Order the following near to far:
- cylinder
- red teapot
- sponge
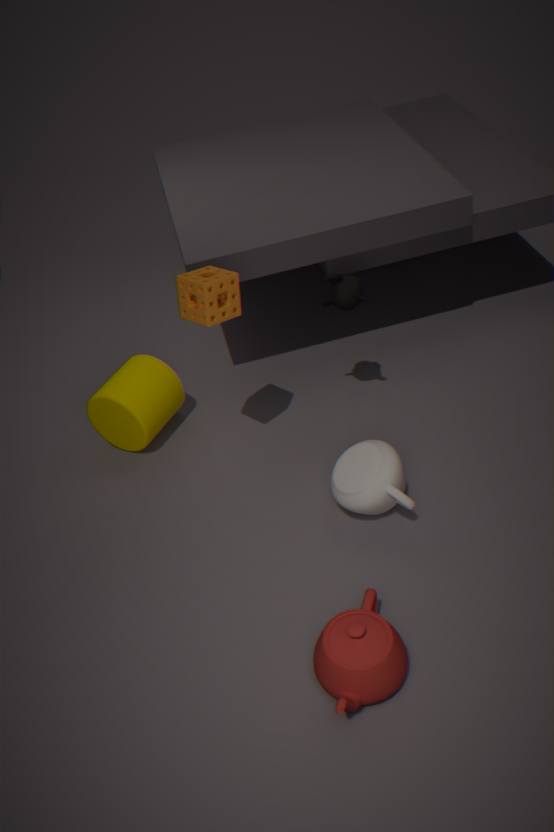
1. red teapot
2. sponge
3. cylinder
